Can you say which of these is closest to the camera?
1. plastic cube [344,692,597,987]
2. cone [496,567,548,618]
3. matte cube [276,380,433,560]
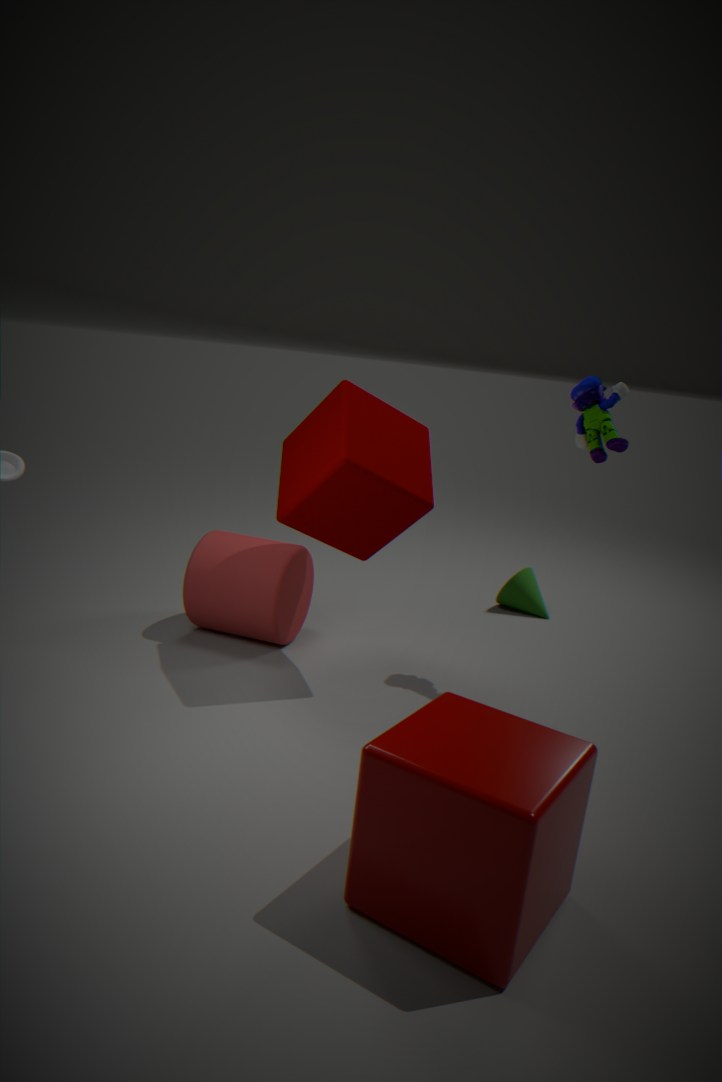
plastic cube [344,692,597,987]
